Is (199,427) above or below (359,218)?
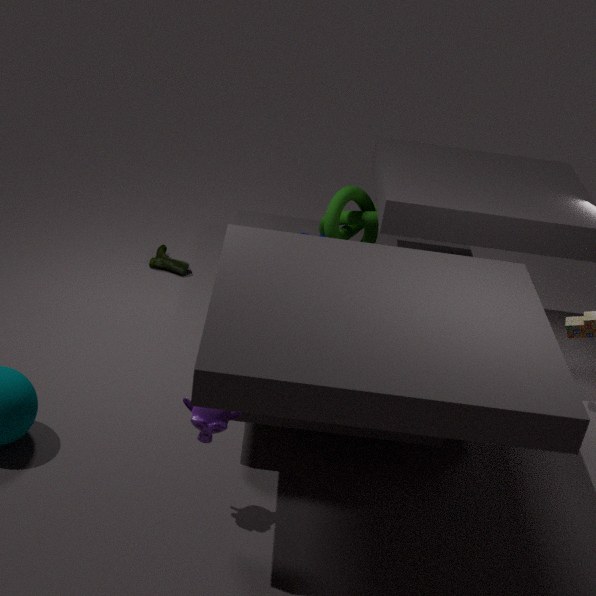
below
